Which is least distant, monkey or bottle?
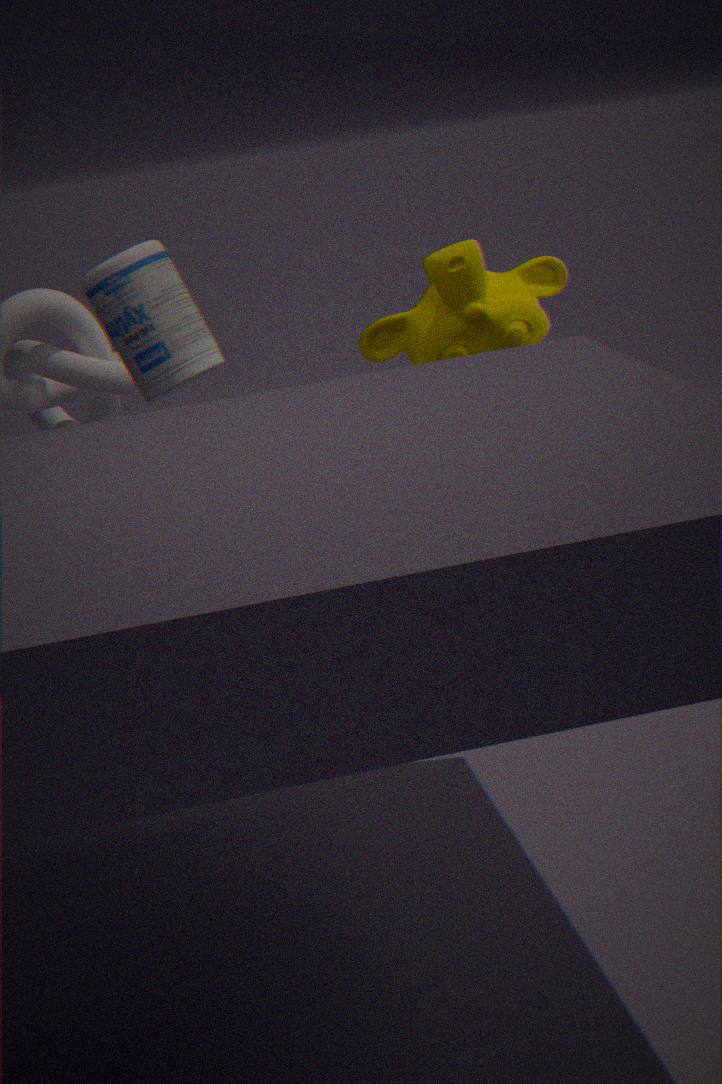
bottle
